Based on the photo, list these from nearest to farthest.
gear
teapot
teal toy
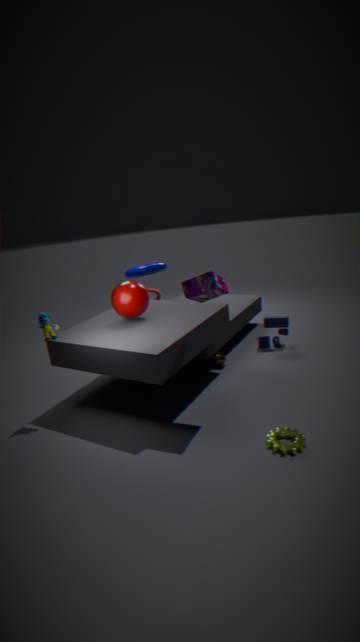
gear → teal toy → teapot
